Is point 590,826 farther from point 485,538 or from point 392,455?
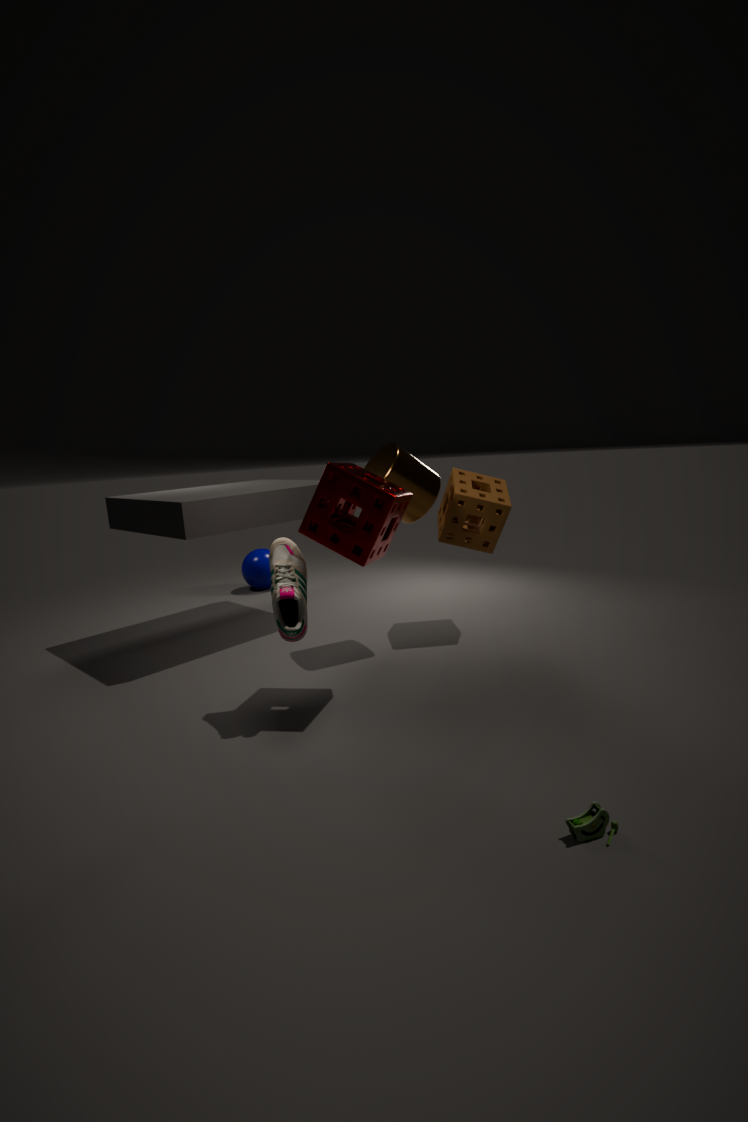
point 485,538
